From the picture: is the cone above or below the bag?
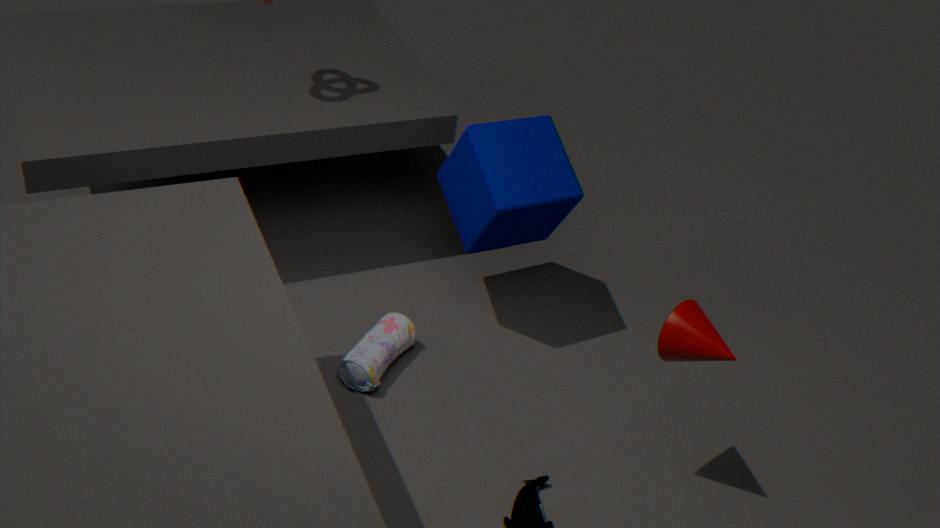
above
